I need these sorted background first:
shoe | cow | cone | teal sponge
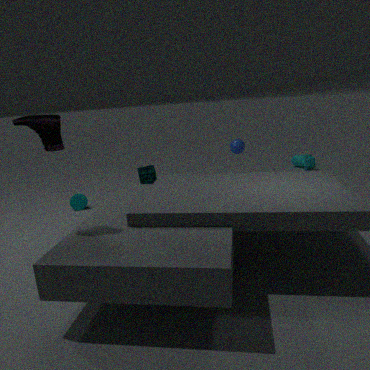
1. cow
2. cone
3. teal sponge
4. shoe
